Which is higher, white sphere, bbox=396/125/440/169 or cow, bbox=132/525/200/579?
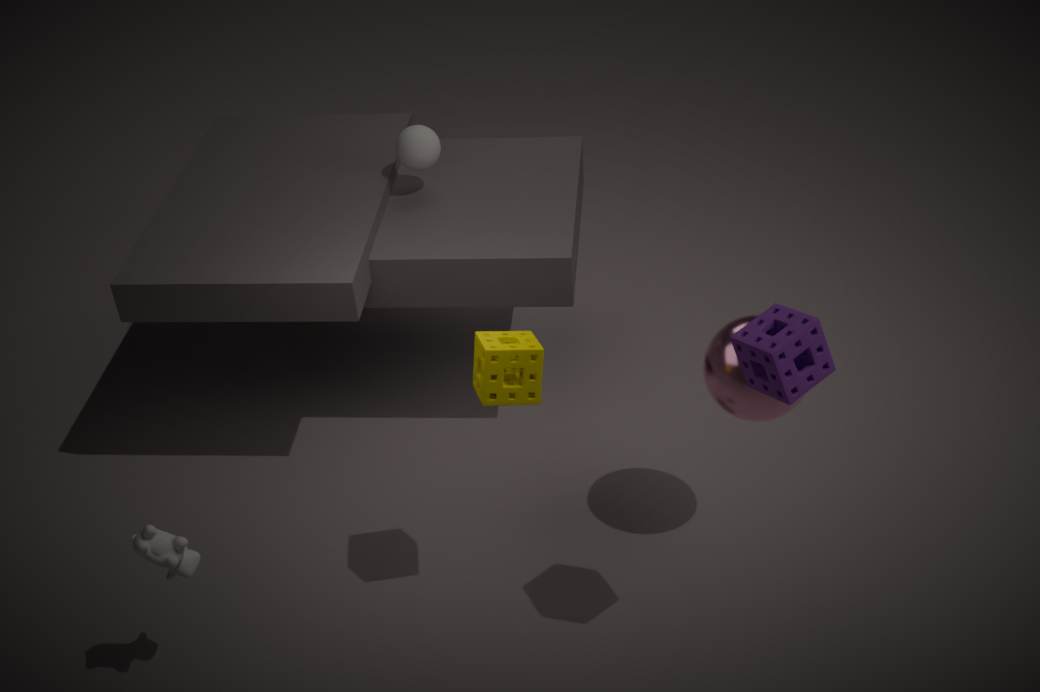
white sphere, bbox=396/125/440/169
